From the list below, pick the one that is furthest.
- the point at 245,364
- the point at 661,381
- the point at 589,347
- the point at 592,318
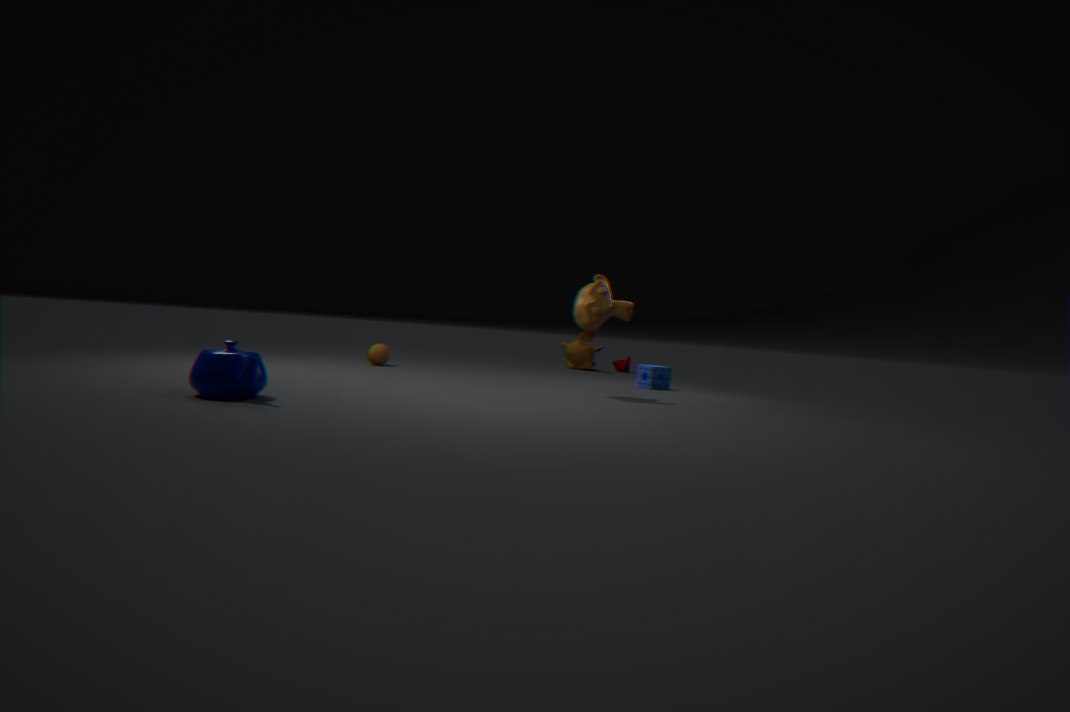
the point at 589,347
